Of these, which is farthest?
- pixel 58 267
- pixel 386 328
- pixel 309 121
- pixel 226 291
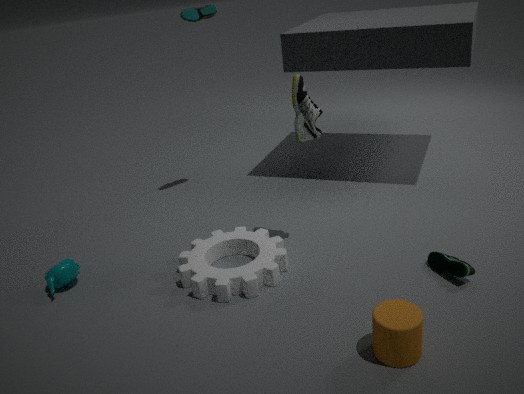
pixel 58 267
